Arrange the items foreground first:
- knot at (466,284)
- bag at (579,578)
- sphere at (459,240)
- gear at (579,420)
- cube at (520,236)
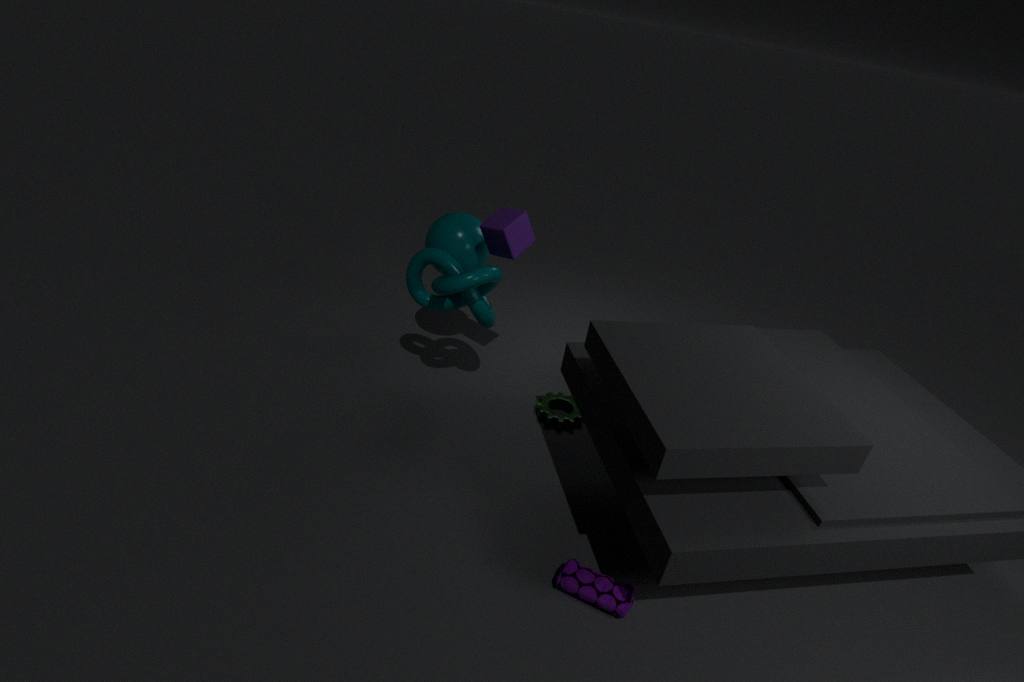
bag at (579,578) < knot at (466,284) < cube at (520,236) < sphere at (459,240) < gear at (579,420)
